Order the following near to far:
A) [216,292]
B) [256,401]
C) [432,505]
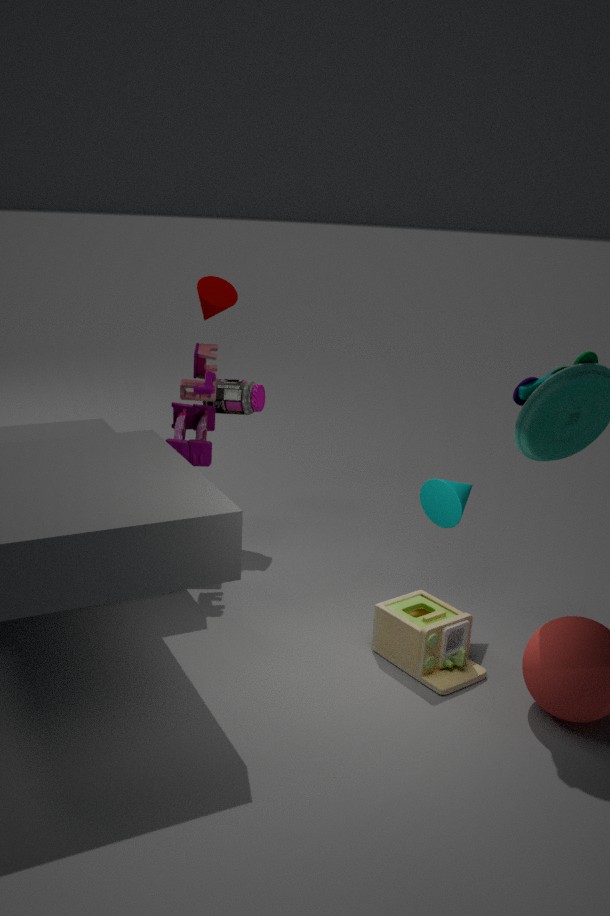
[432,505]
[256,401]
[216,292]
